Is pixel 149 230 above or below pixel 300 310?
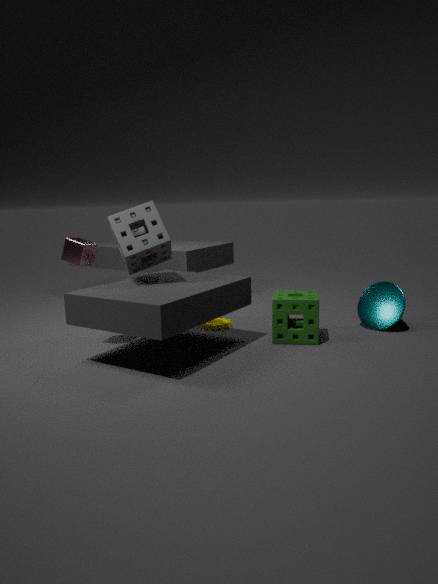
above
